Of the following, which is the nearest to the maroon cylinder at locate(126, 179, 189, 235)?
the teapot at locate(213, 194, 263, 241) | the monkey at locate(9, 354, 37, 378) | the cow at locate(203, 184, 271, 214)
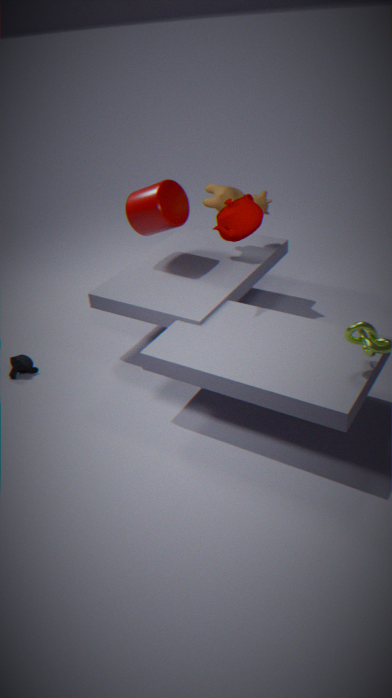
the cow at locate(203, 184, 271, 214)
